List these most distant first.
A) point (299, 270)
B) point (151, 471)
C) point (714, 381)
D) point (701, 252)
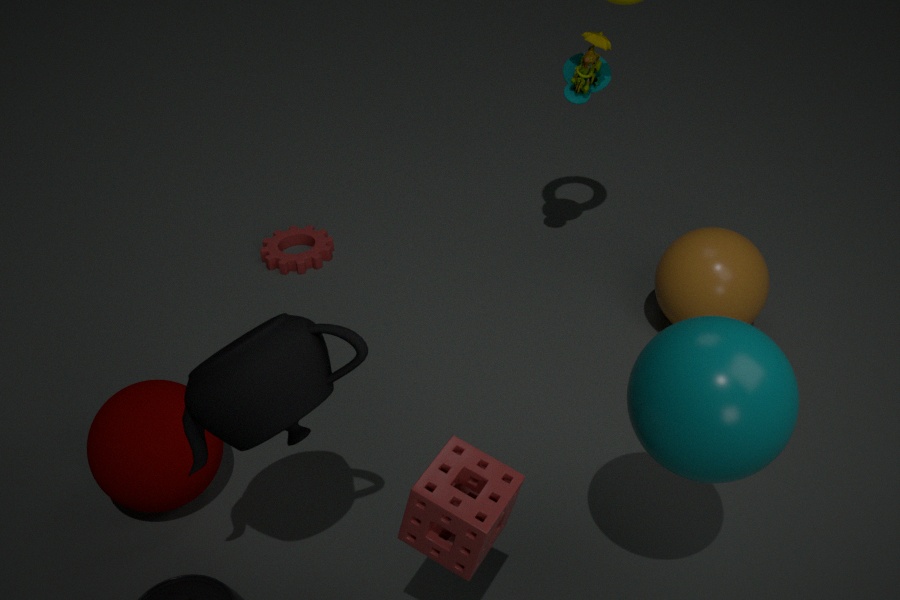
point (299, 270), point (701, 252), point (151, 471), point (714, 381)
